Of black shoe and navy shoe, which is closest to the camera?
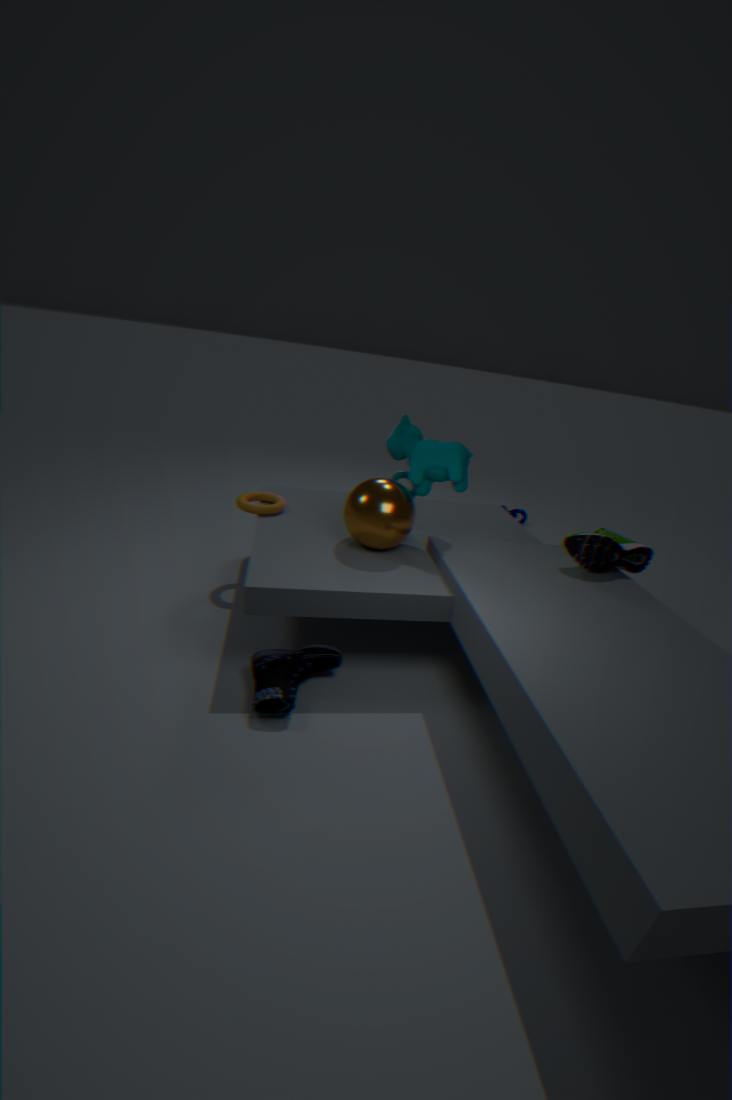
navy shoe
